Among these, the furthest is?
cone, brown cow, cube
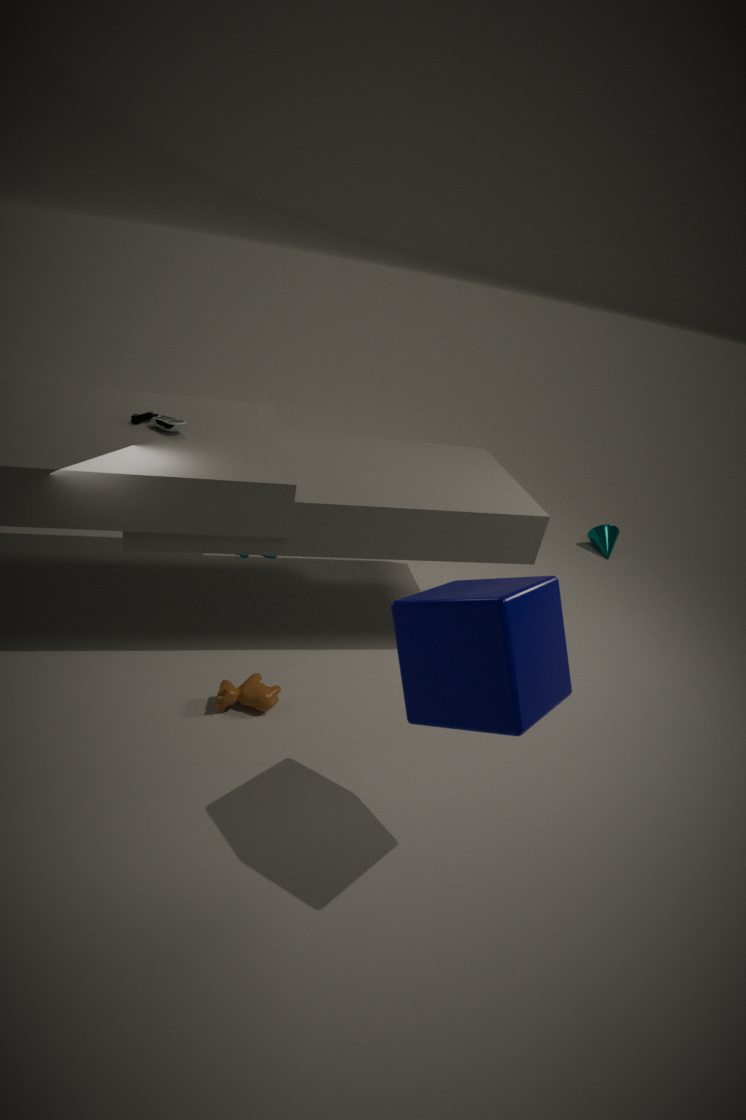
cone
